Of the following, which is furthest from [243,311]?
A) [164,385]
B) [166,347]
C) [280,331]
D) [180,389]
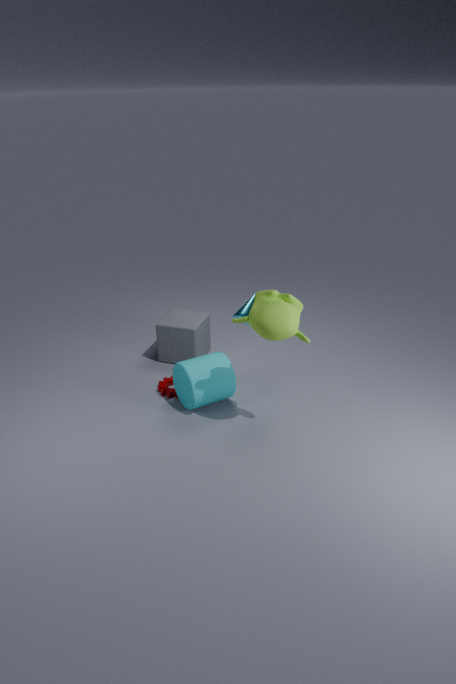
[166,347]
